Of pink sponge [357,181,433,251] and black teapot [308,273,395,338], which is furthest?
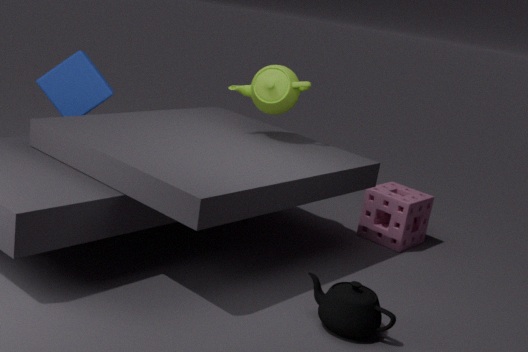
pink sponge [357,181,433,251]
